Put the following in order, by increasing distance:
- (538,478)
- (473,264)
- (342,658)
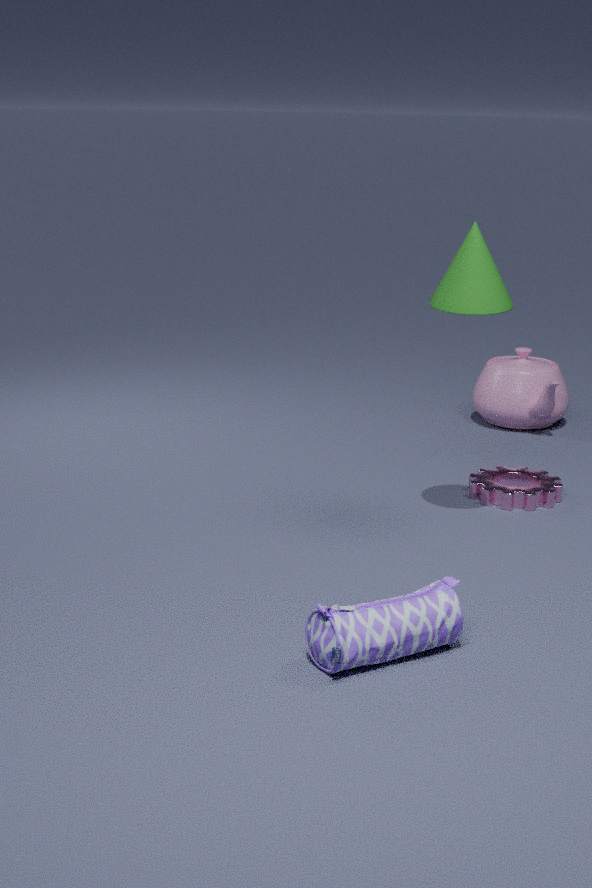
(342,658), (473,264), (538,478)
